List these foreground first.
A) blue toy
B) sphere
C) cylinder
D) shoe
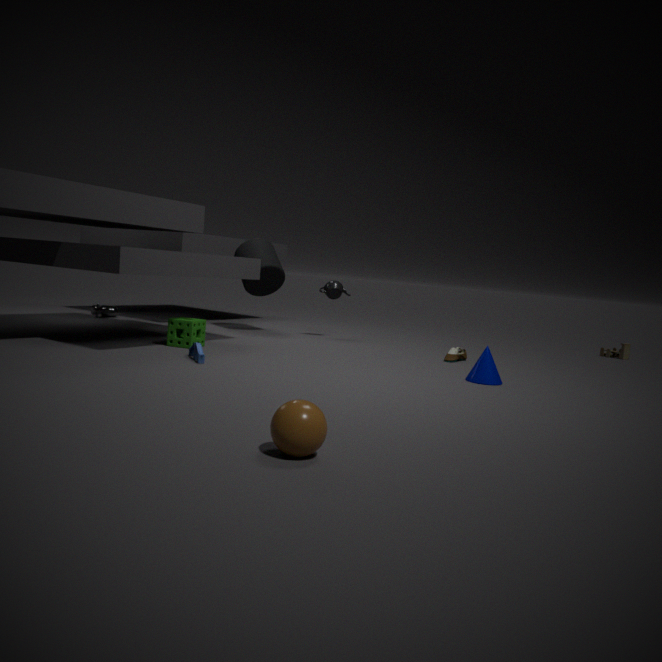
1. sphere
2. blue toy
3. shoe
4. cylinder
